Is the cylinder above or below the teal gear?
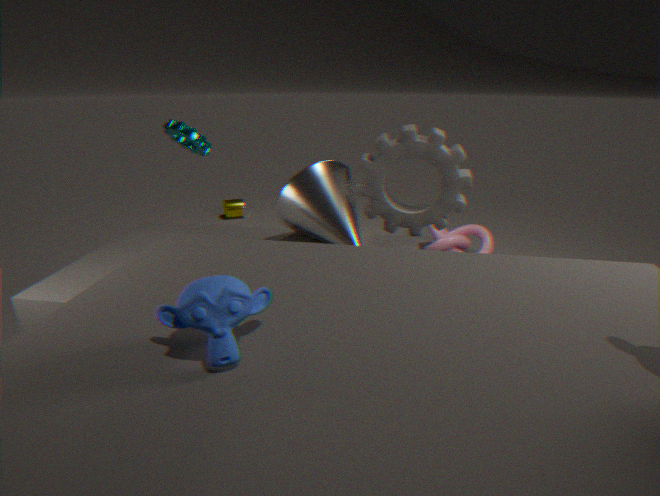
below
